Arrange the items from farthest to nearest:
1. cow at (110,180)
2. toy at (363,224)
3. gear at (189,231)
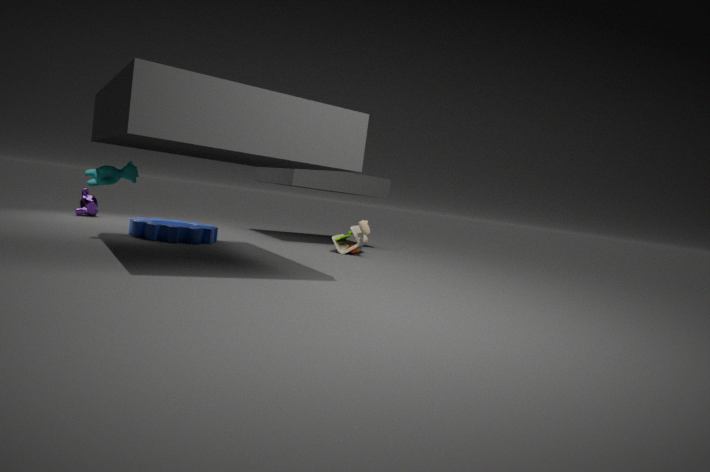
toy at (363,224), gear at (189,231), cow at (110,180)
